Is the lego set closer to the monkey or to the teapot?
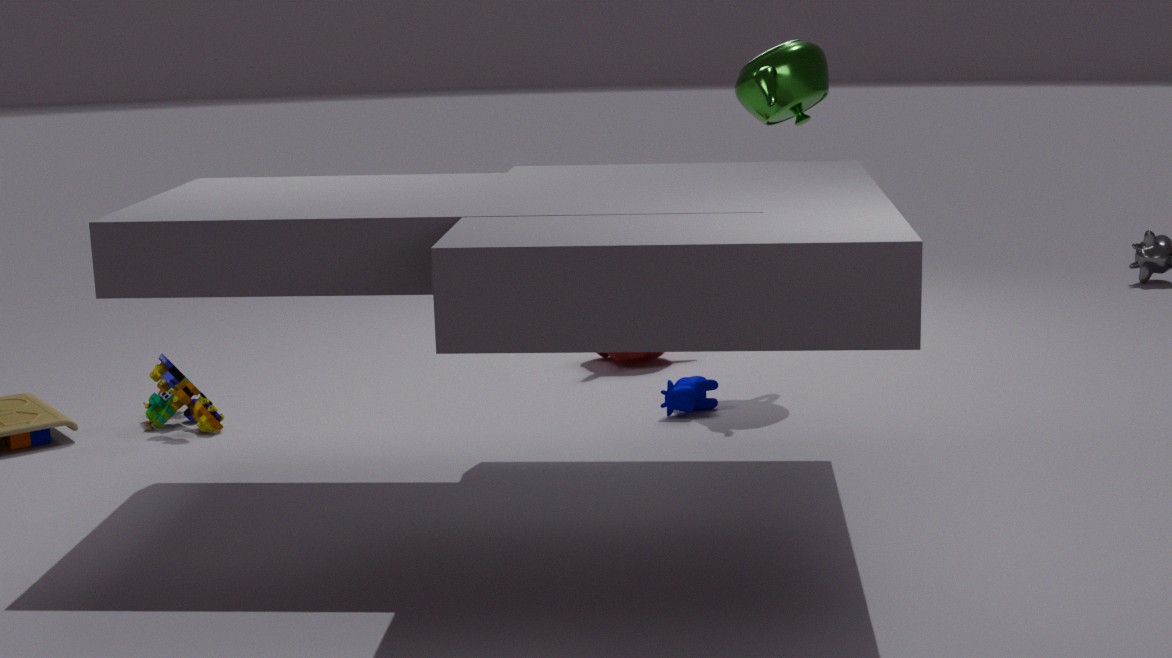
the monkey
